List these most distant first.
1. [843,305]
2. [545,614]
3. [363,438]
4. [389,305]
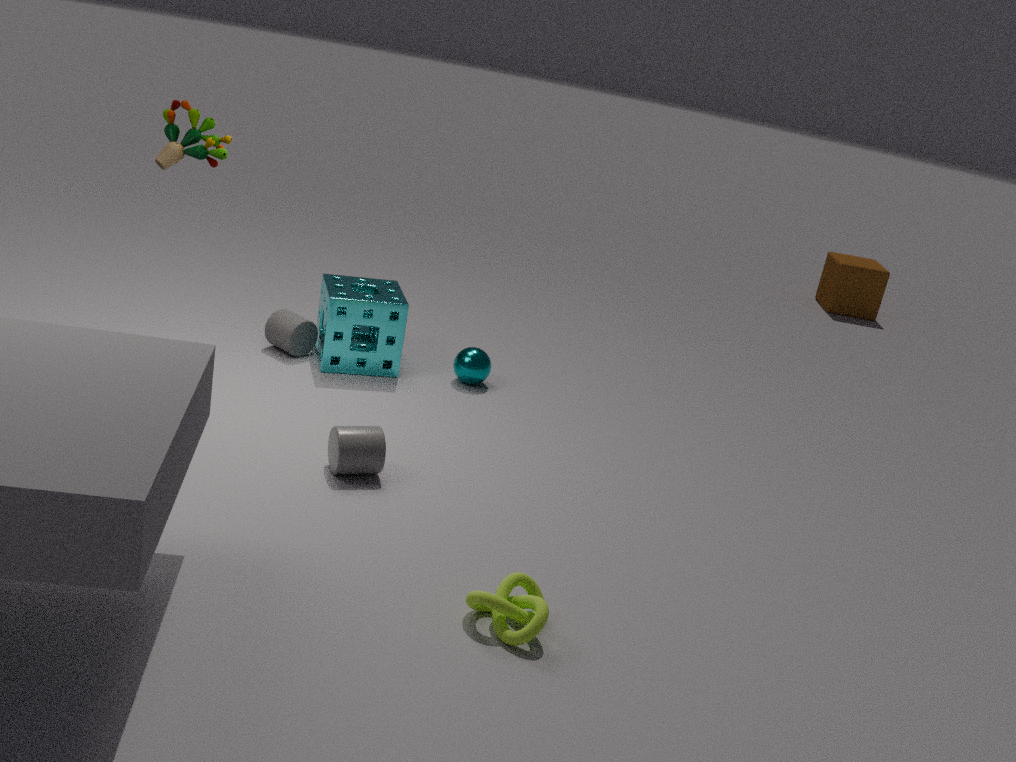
[843,305] → [389,305] → [363,438] → [545,614]
